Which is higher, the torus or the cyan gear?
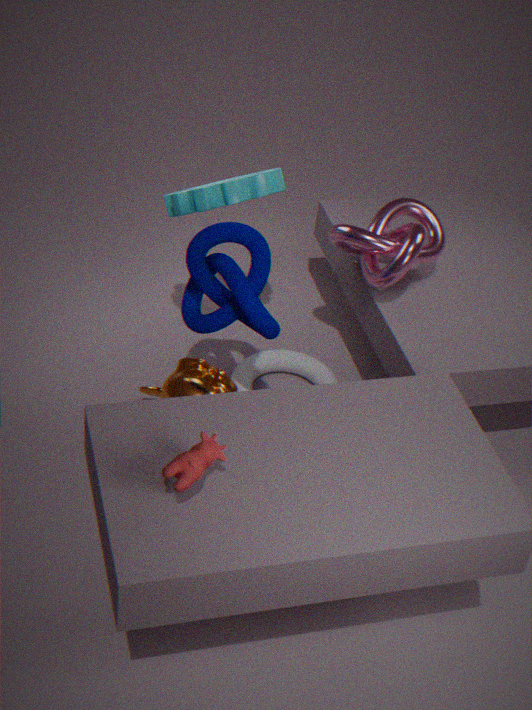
the cyan gear
